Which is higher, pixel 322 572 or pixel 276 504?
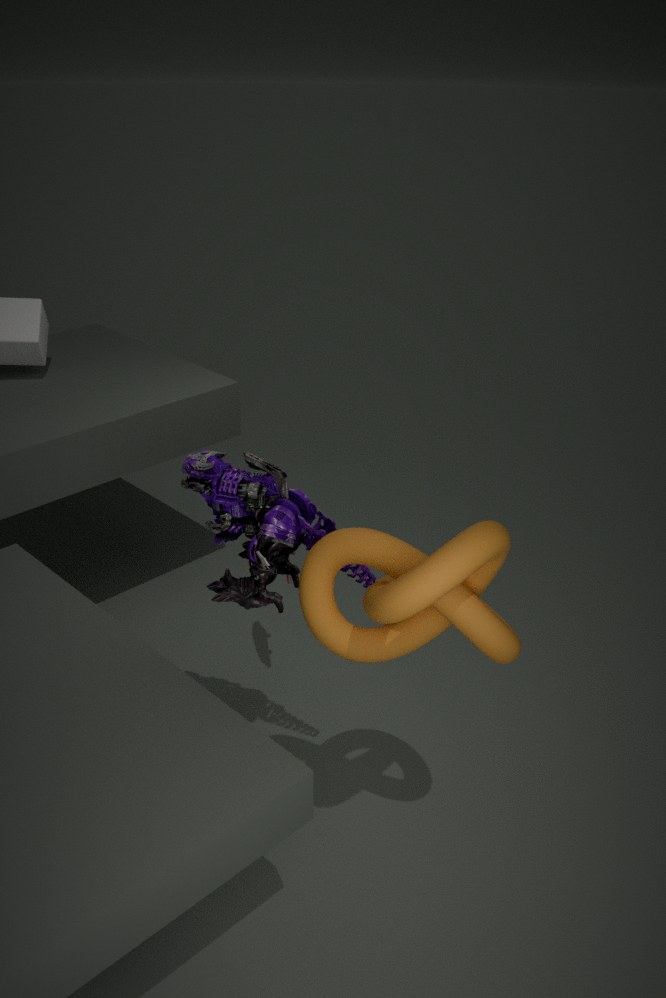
pixel 276 504
